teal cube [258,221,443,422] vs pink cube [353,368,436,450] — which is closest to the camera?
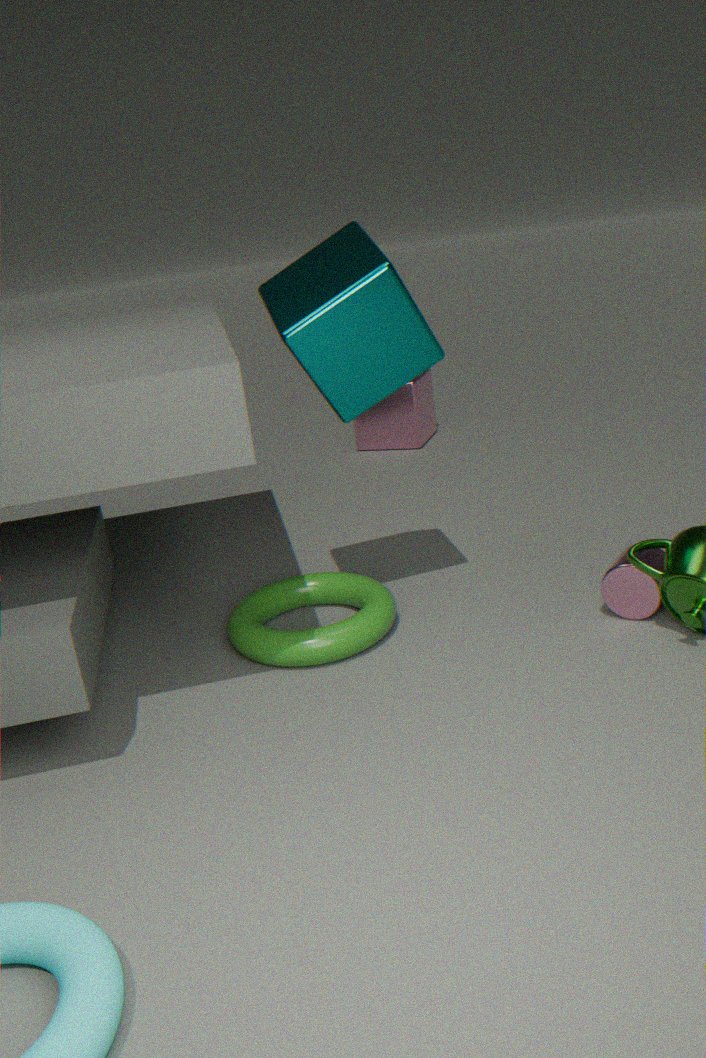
teal cube [258,221,443,422]
